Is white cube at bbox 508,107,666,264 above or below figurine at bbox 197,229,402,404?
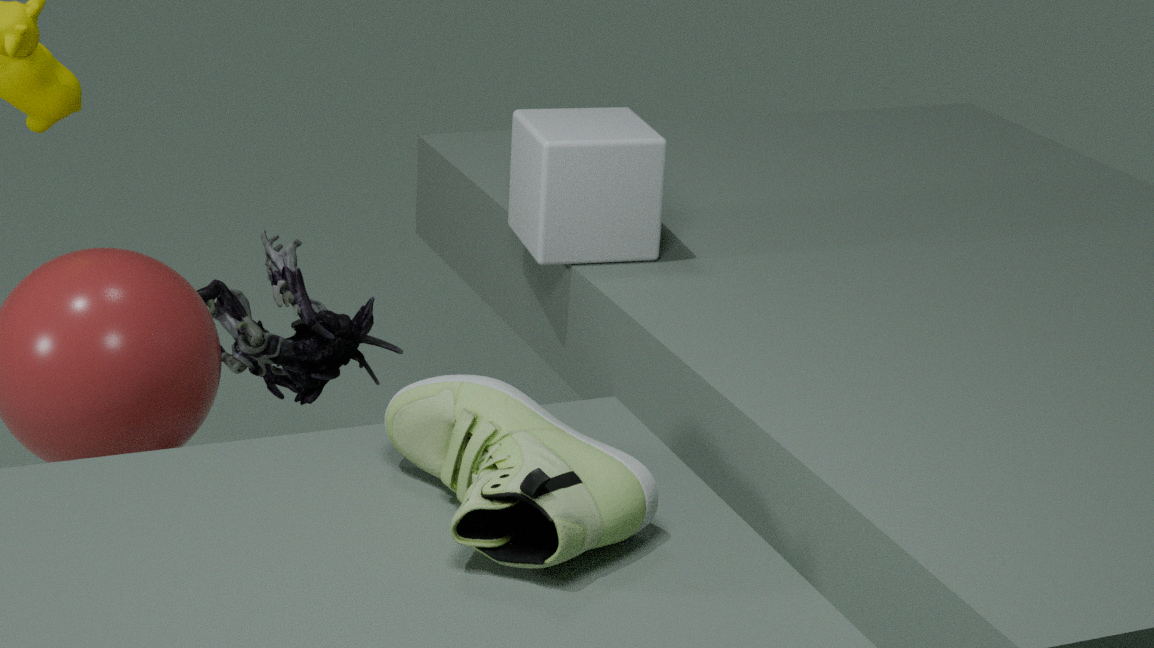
above
